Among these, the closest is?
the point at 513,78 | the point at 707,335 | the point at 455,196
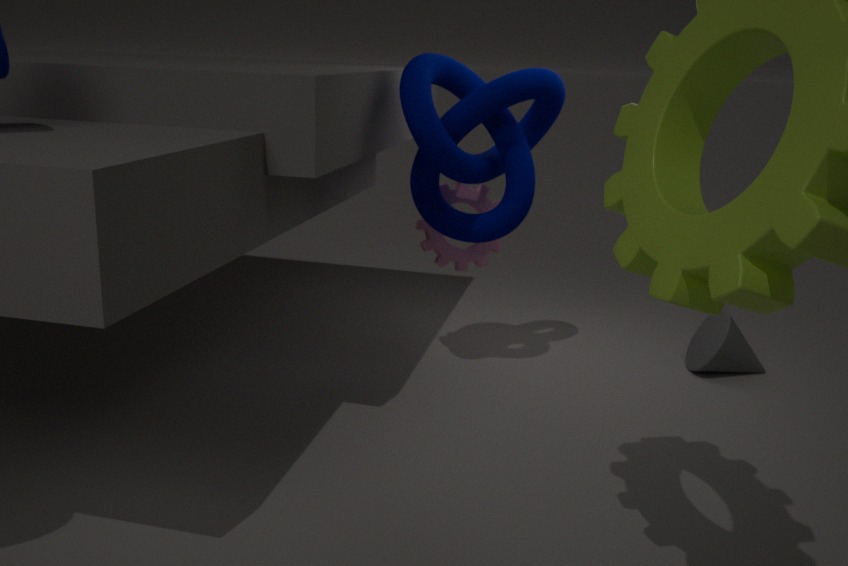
the point at 513,78
